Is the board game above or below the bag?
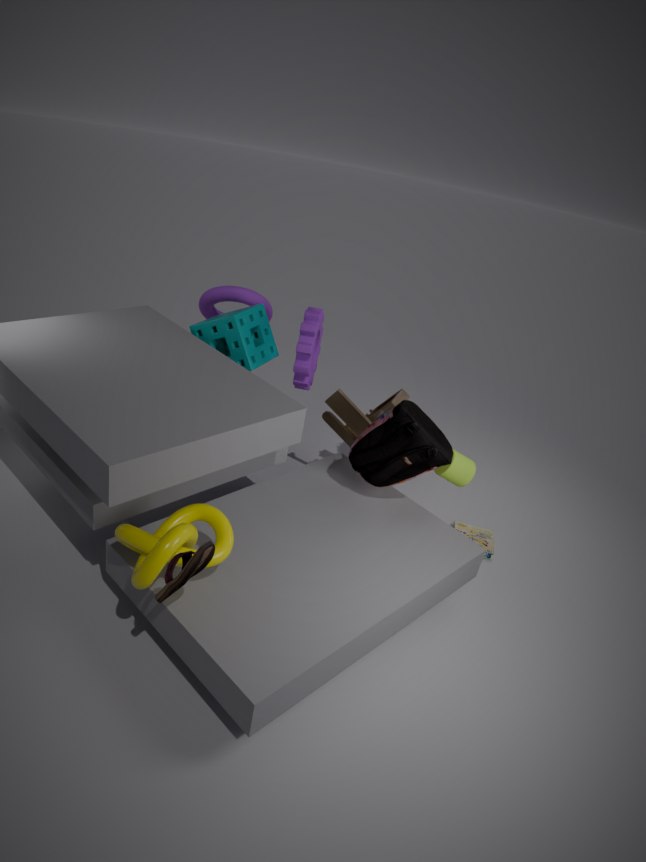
below
